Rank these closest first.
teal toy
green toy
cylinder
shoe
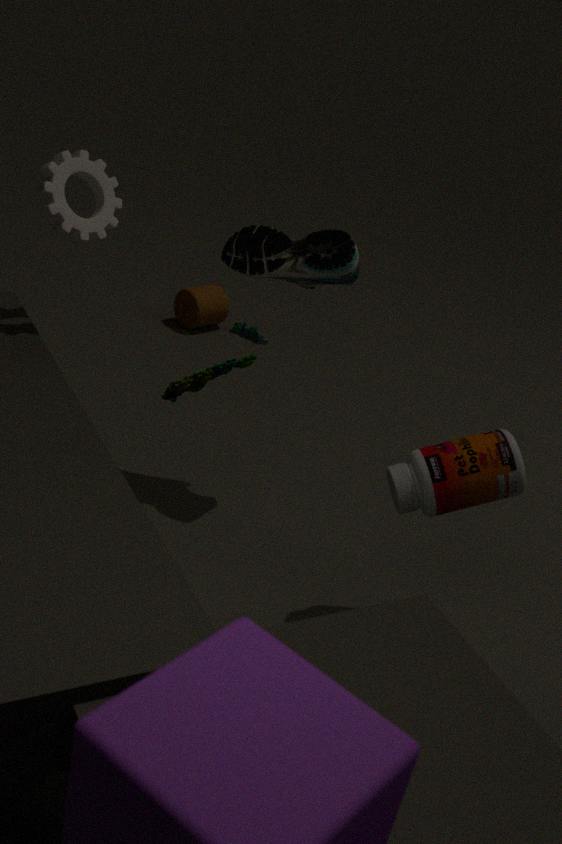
green toy < shoe < cylinder < teal toy
